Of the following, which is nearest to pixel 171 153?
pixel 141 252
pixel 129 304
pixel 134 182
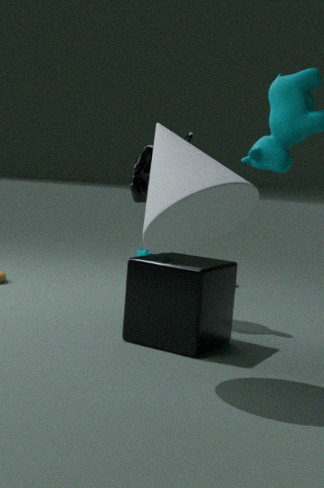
pixel 129 304
